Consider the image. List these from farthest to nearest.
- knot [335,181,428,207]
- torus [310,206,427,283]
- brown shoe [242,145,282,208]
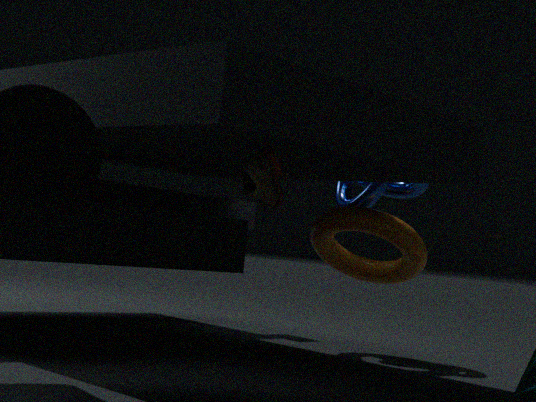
knot [335,181,428,207] < torus [310,206,427,283] < brown shoe [242,145,282,208]
